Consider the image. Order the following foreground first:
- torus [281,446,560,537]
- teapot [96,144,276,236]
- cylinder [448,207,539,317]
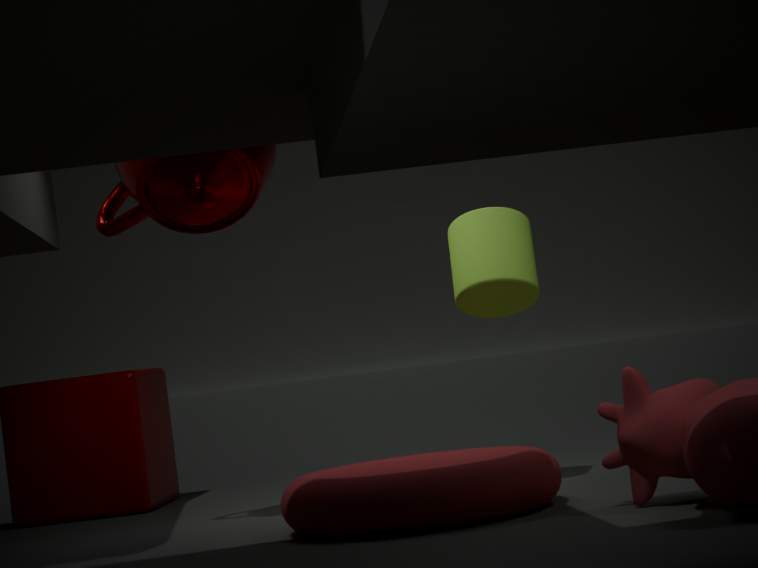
torus [281,446,560,537]
teapot [96,144,276,236]
cylinder [448,207,539,317]
